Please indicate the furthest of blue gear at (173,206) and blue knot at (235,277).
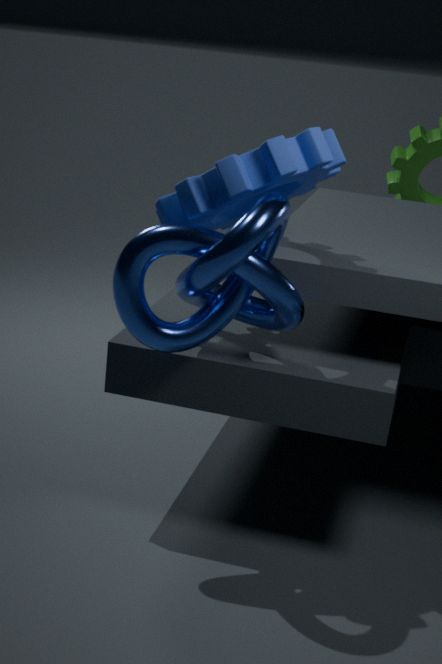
blue gear at (173,206)
